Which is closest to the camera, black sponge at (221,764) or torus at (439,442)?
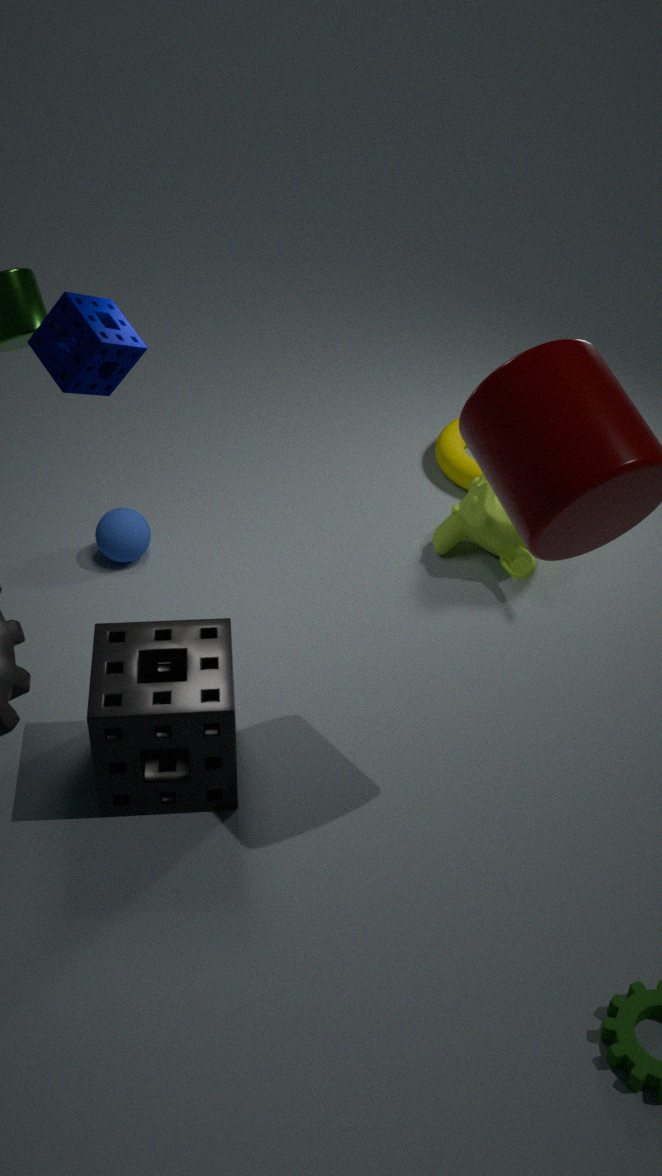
black sponge at (221,764)
